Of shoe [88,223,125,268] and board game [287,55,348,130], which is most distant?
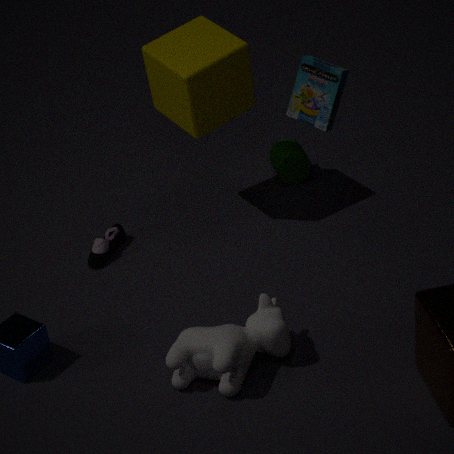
shoe [88,223,125,268]
